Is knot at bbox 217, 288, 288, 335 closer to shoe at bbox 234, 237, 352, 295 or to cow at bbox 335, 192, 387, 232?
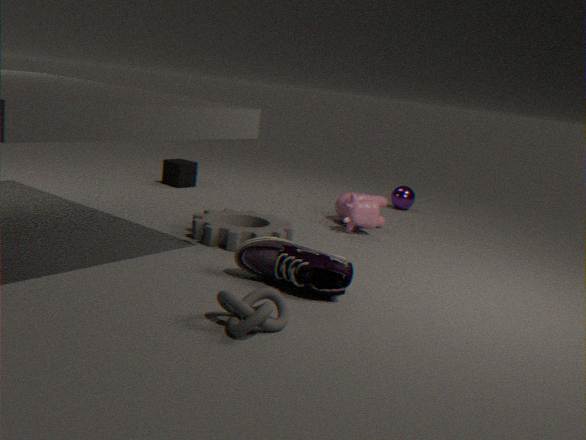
shoe at bbox 234, 237, 352, 295
